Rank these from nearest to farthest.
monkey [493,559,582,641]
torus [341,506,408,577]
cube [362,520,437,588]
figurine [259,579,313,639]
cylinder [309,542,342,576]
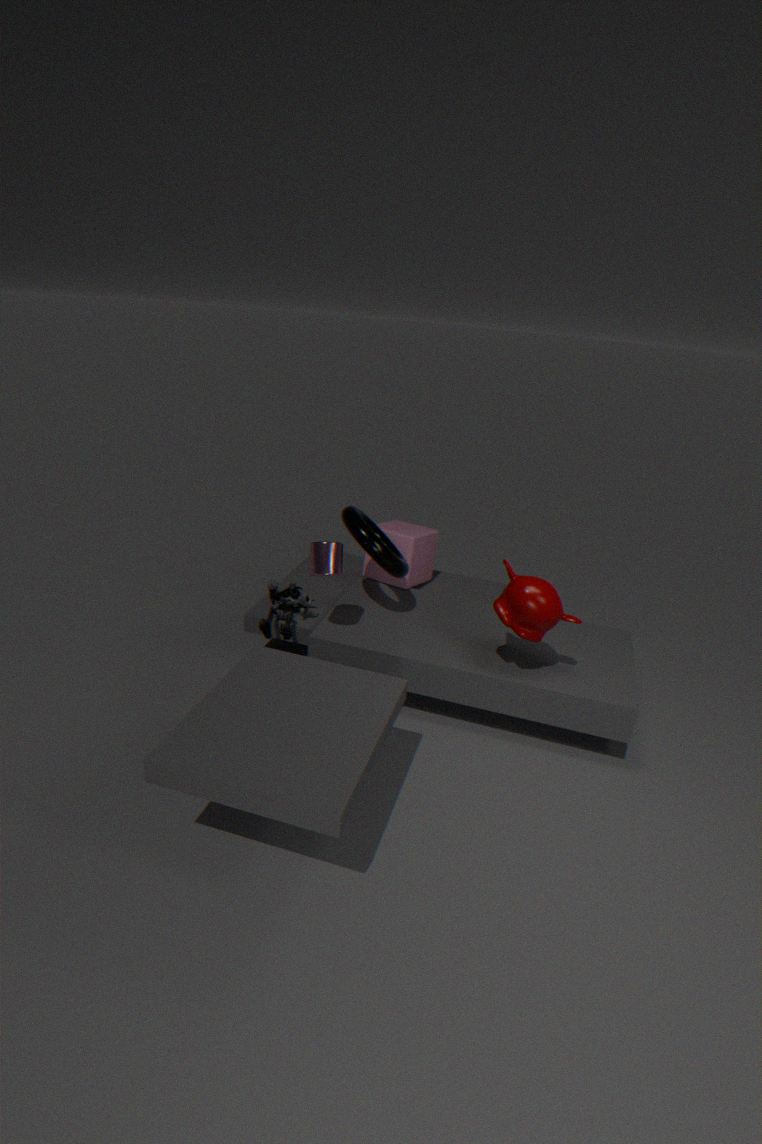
monkey [493,559,582,641] → cylinder [309,542,342,576] → torus [341,506,408,577] → figurine [259,579,313,639] → cube [362,520,437,588]
